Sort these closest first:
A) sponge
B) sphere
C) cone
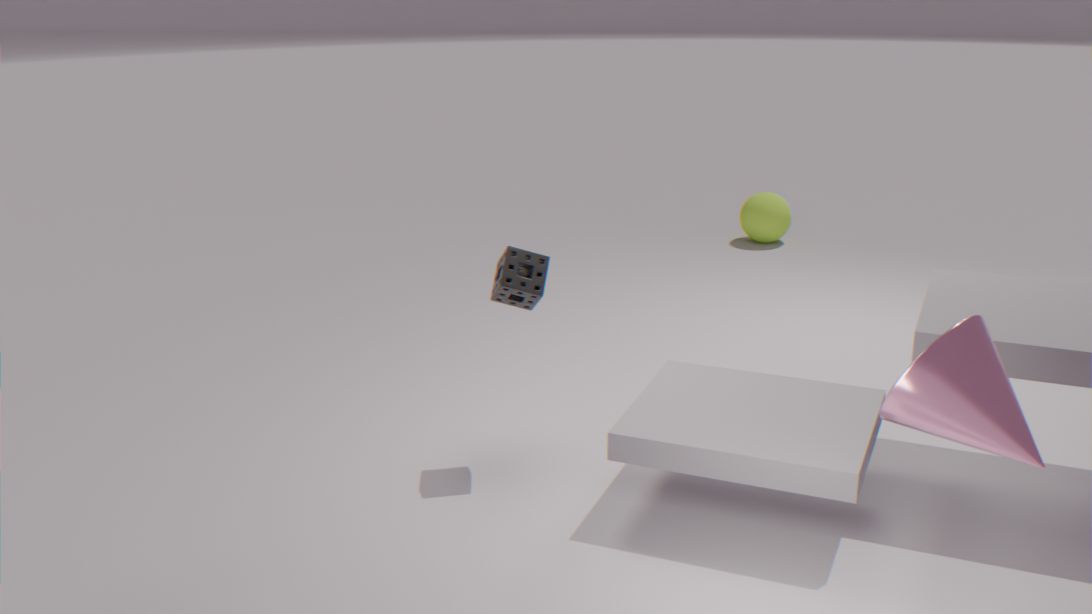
cone → sponge → sphere
